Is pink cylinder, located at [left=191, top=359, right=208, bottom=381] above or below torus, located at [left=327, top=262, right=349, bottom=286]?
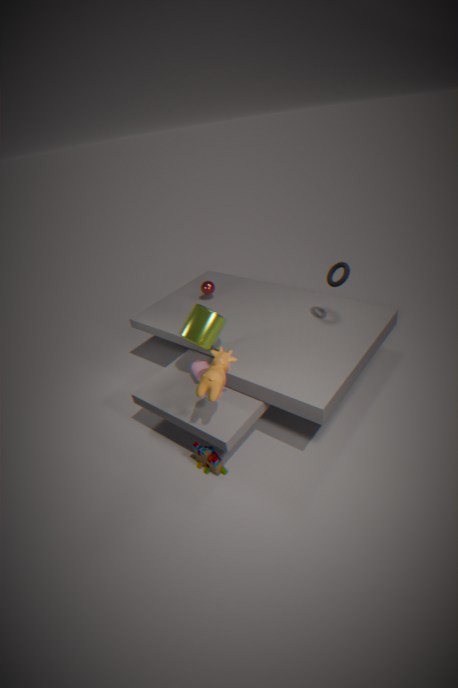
below
